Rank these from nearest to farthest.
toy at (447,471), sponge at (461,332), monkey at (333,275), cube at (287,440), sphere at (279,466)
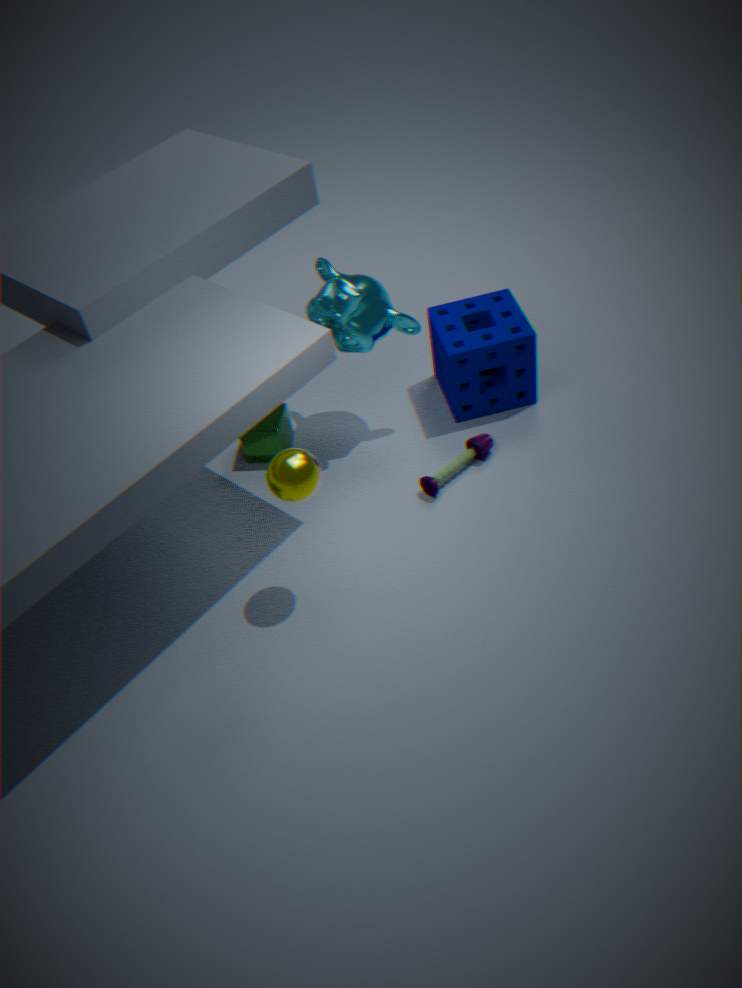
sphere at (279,466) < monkey at (333,275) < toy at (447,471) < sponge at (461,332) < cube at (287,440)
